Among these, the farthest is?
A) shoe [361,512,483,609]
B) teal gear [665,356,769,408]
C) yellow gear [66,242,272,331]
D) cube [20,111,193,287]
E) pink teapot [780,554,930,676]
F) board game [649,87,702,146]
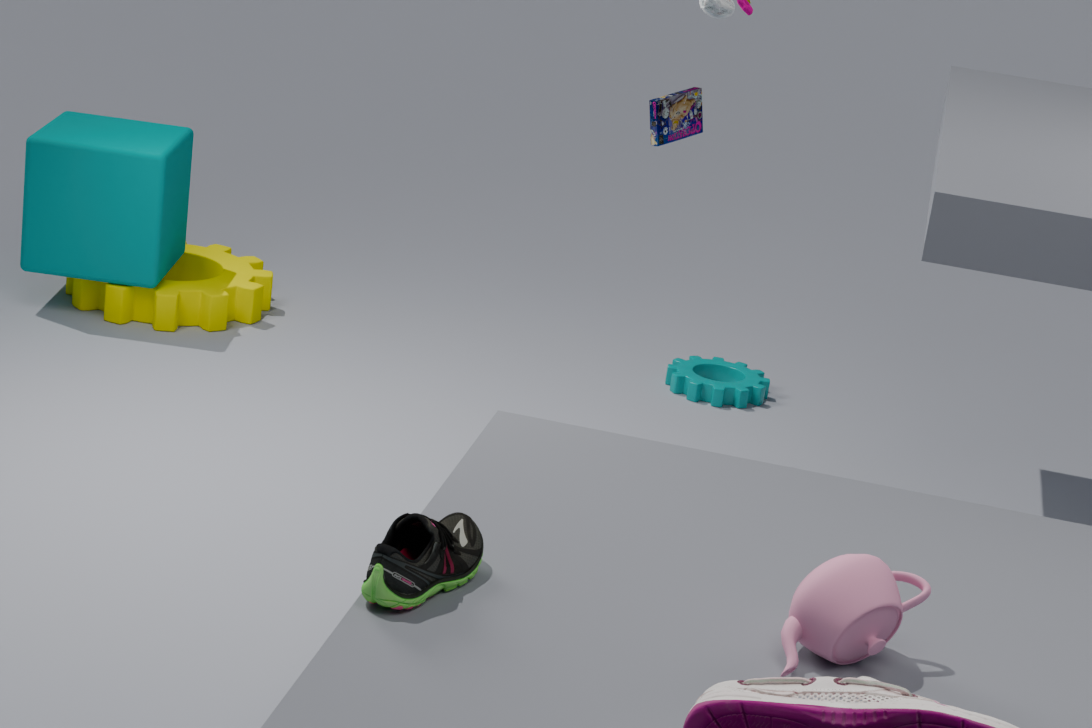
teal gear [665,356,769,408]
